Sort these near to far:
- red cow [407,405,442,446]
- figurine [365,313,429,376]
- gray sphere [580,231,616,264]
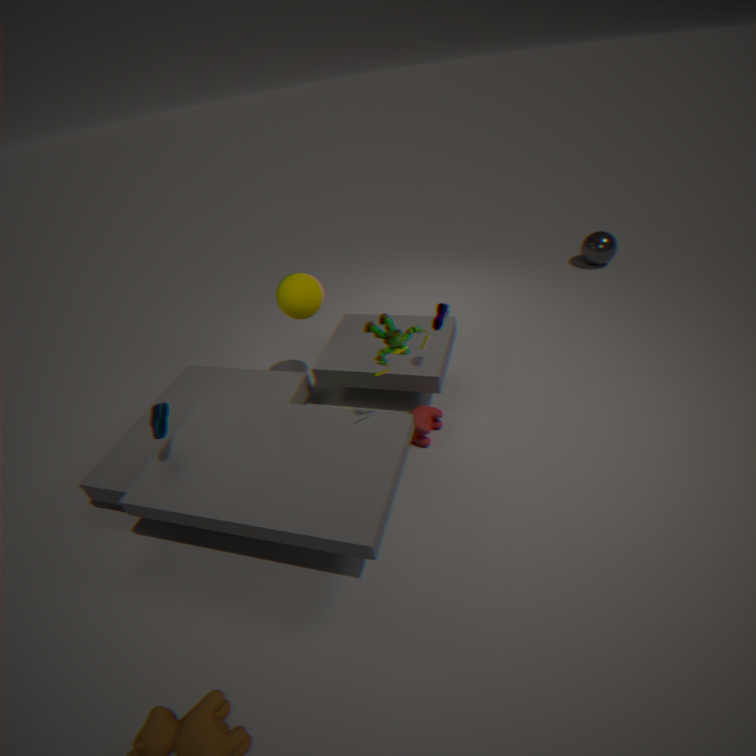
1. figurine [365,313,429,376]
2. red cow [407,405,442,446]
3. gray sphere [580,231,616,264]
